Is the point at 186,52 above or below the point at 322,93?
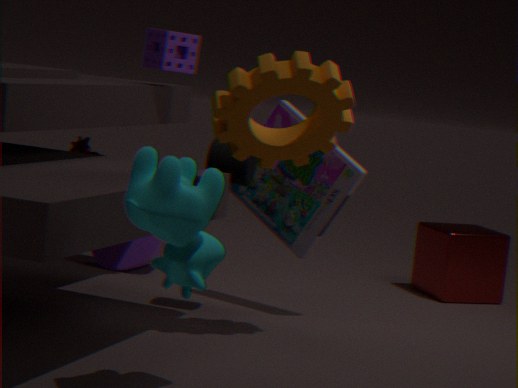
above
